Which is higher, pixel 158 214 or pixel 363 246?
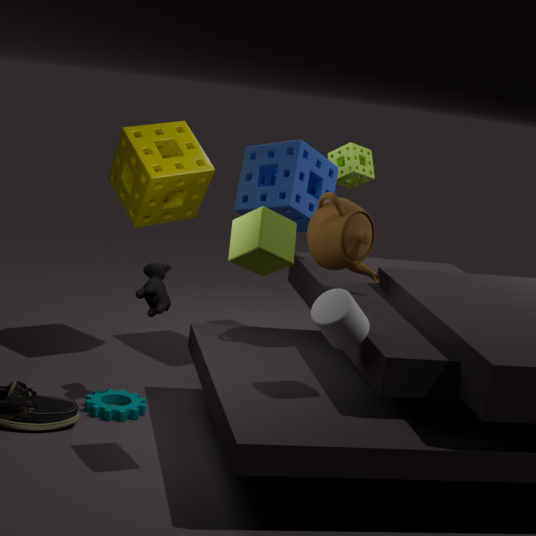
pixel 158 214
